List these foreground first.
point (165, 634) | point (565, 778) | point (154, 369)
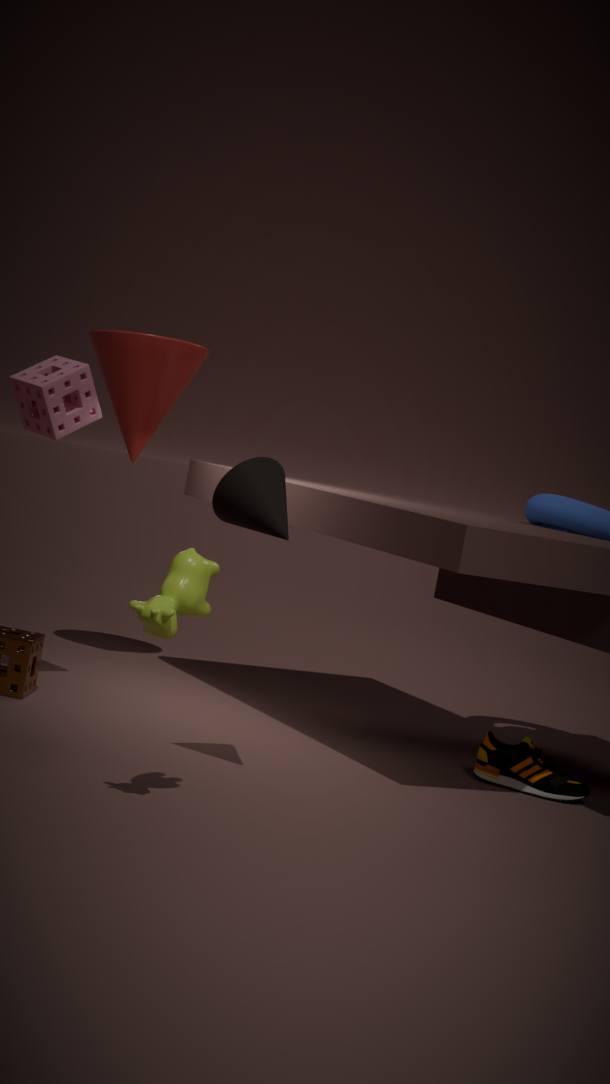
1. point (165, 634)
2. point (565, 778)
3. point (154, 369)
